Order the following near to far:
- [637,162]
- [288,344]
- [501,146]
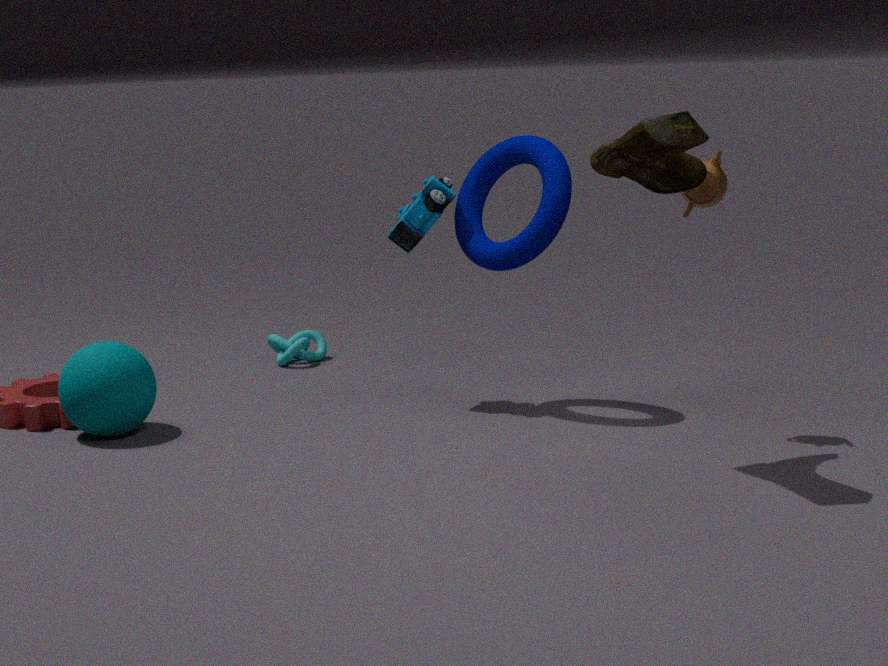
[637,162]
[501,146]
[288,344]
